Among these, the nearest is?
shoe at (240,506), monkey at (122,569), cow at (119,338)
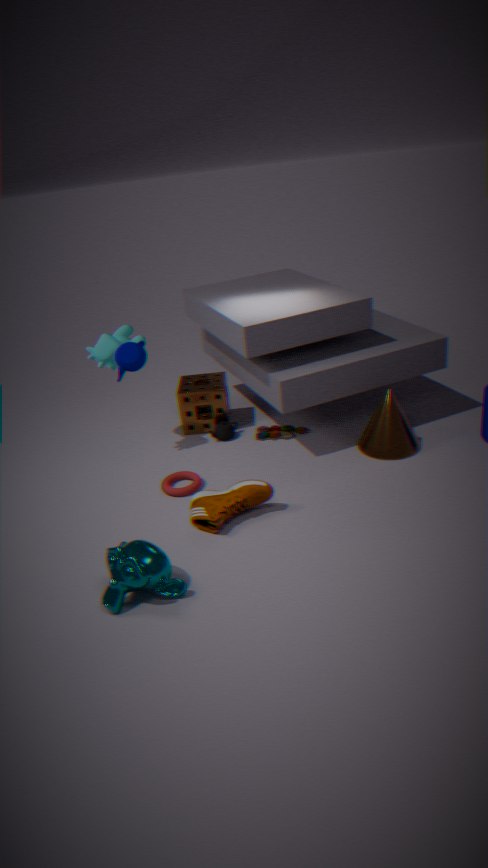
monkey at (122,569)
